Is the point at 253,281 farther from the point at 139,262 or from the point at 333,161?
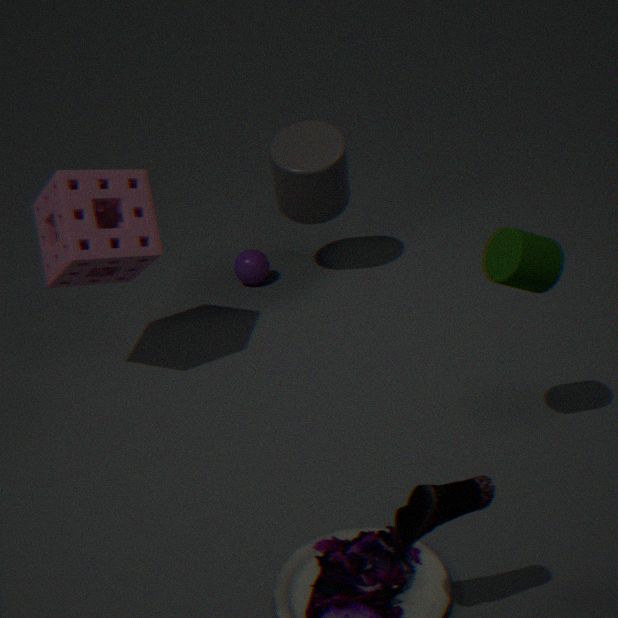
the point at 139,262
